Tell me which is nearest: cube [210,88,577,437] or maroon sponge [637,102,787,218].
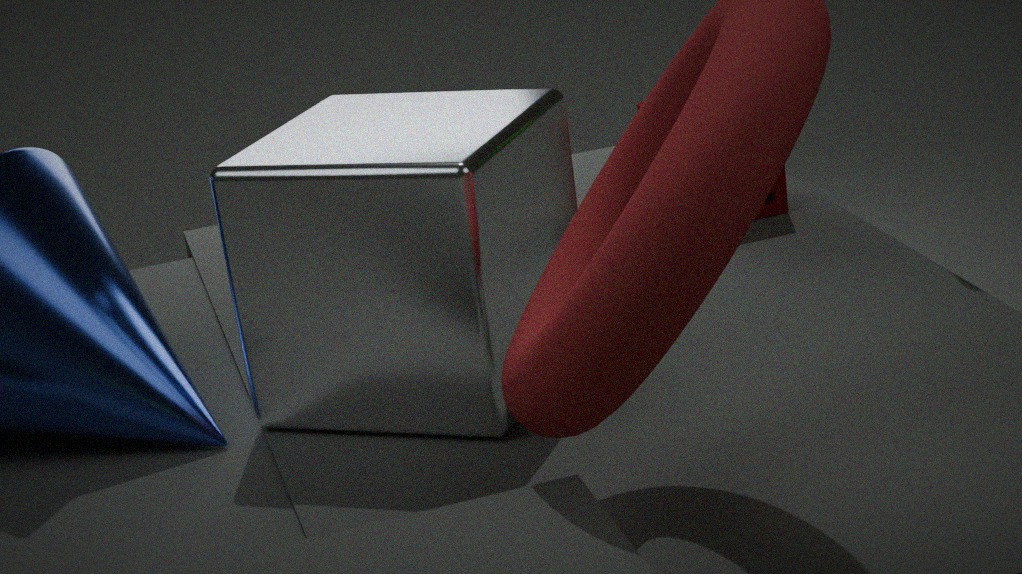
cube [210,88,577,437]
